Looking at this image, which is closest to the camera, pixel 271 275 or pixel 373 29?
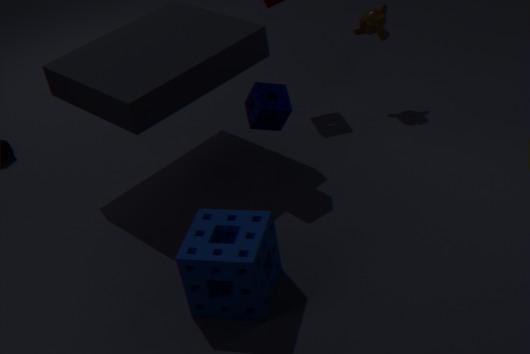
pixel 271 275
